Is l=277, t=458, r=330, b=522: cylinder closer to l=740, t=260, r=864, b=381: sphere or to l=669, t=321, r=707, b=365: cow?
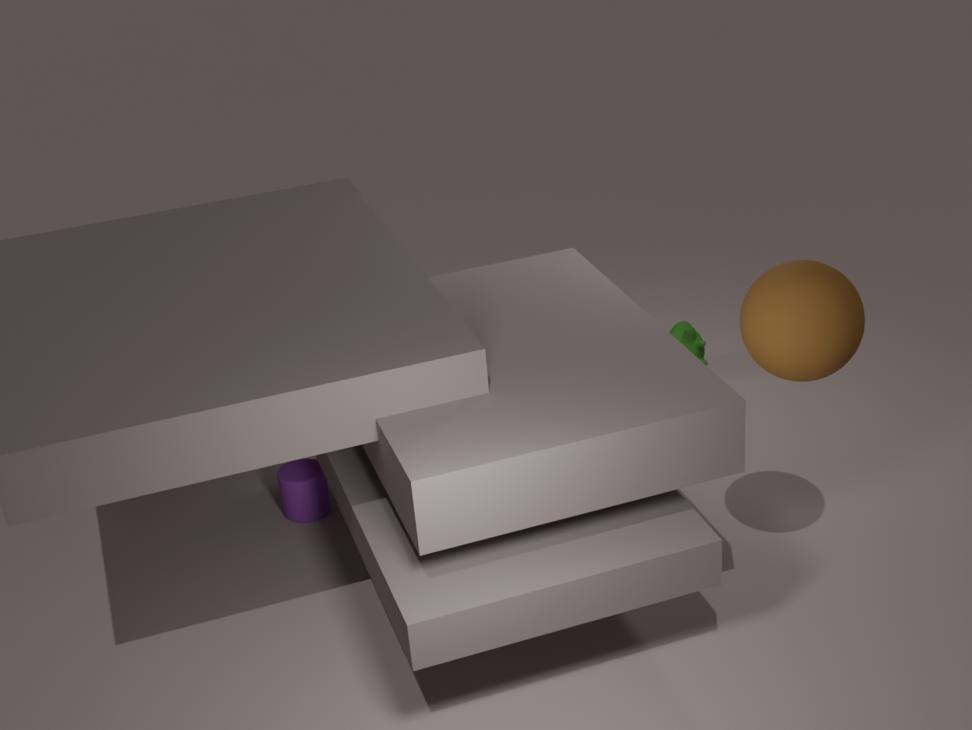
l=669, t=321, r=707, b=365: cow
